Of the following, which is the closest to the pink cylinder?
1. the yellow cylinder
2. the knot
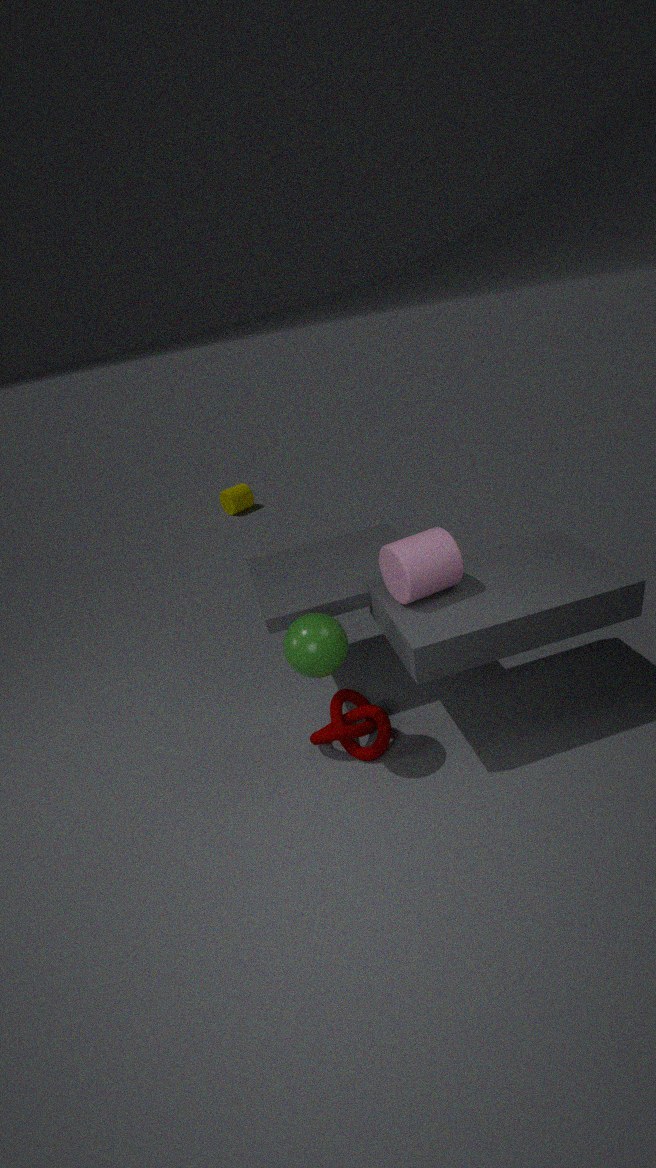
the knot
